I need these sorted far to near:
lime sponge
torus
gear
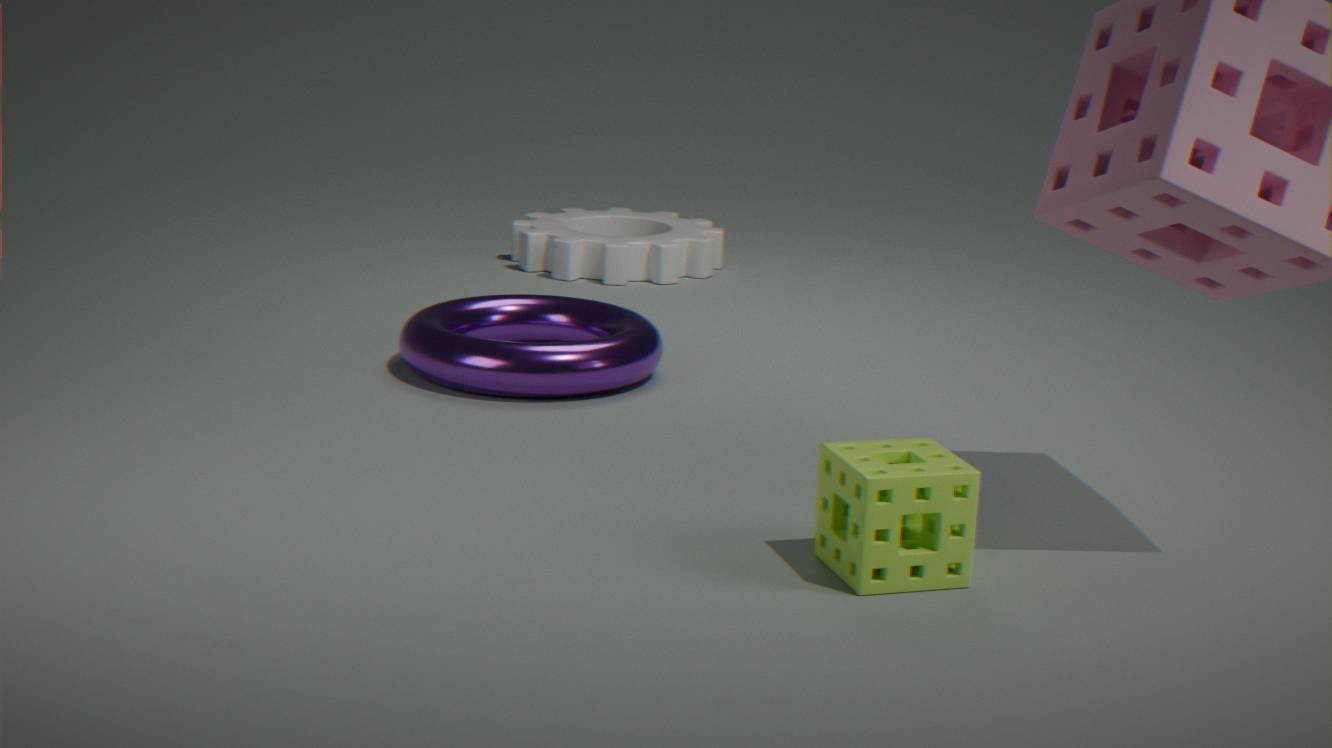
gear → torus → lime sponge
